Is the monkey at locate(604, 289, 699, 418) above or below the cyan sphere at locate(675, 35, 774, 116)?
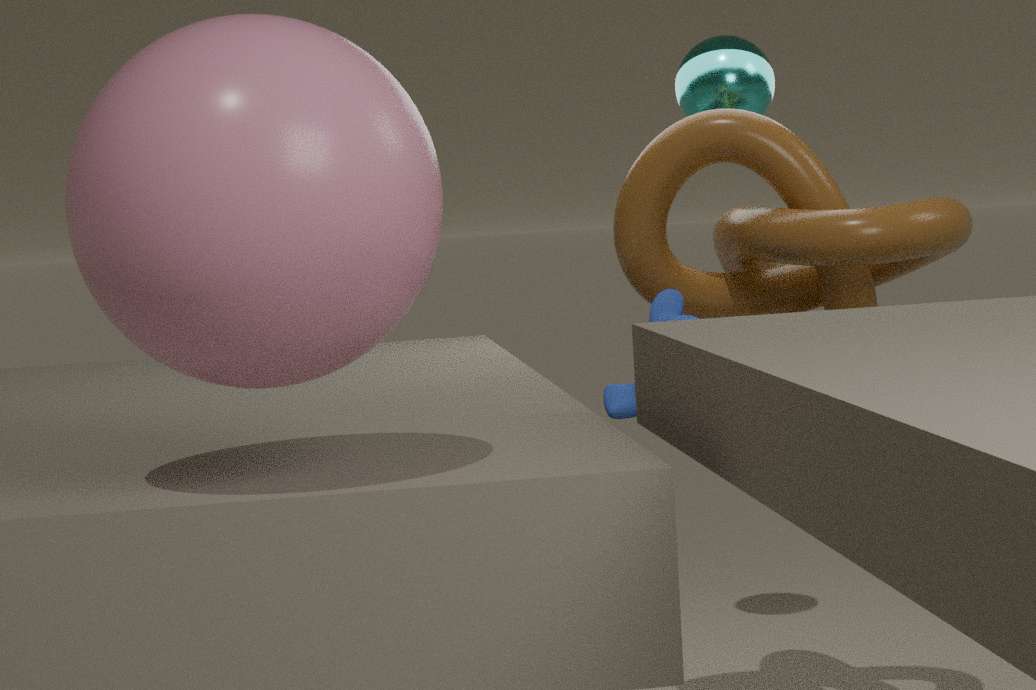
below
